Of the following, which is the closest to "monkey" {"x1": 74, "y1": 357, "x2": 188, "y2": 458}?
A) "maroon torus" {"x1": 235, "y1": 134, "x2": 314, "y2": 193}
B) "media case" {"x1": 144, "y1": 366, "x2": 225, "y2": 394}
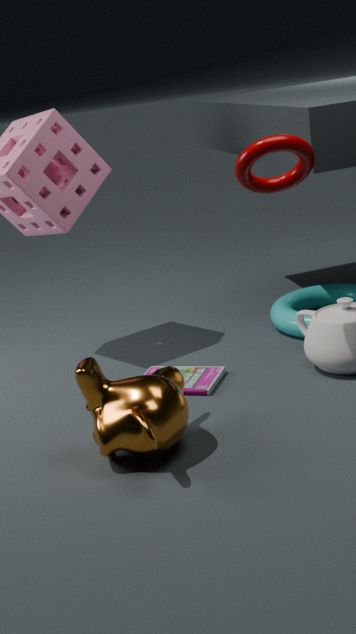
"media case" {"x1": 144, "y1": 366, "x2": 225, "y2": 394}
